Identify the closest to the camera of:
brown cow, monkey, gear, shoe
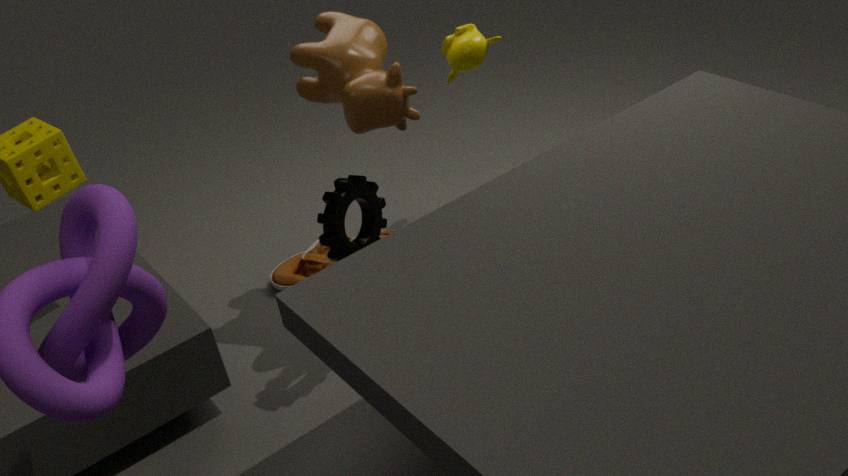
gear
